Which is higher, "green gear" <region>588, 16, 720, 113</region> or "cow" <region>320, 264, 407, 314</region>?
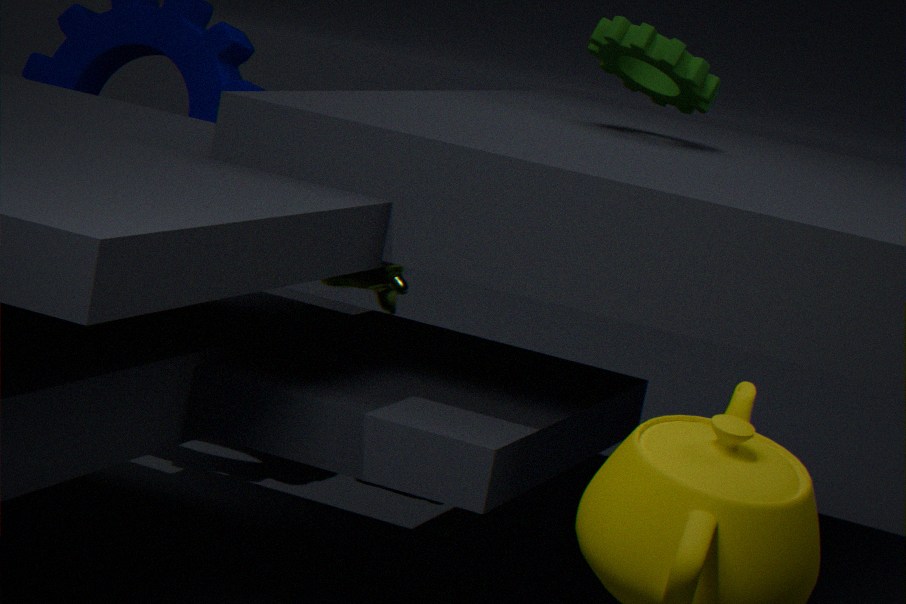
"green gear" <region>588, 16, 720, 113</region>
